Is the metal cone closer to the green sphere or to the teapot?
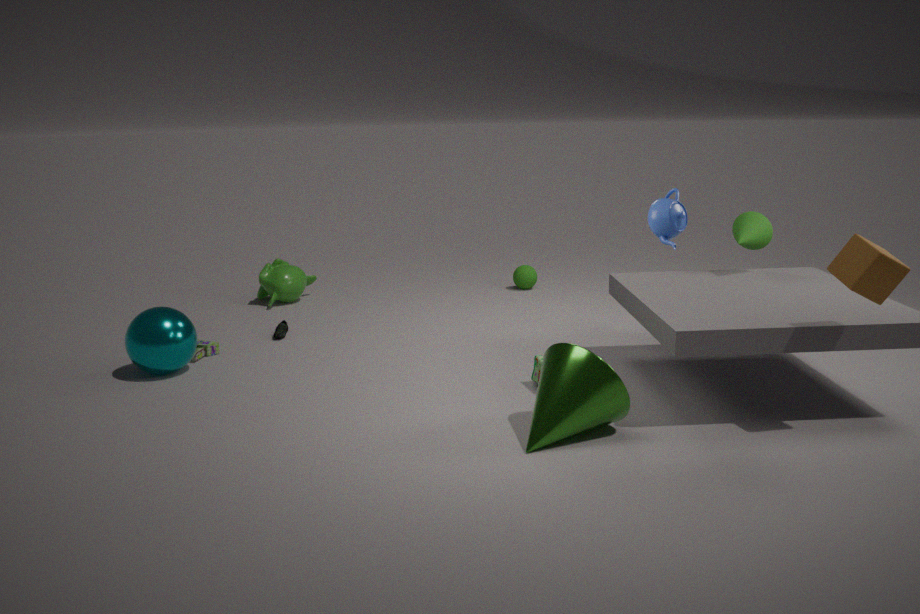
the teapot
